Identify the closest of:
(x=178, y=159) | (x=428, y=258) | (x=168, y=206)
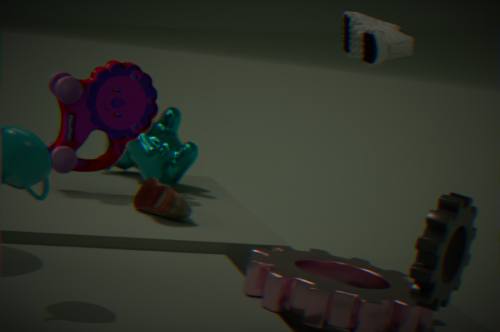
(x=428, y=258)
